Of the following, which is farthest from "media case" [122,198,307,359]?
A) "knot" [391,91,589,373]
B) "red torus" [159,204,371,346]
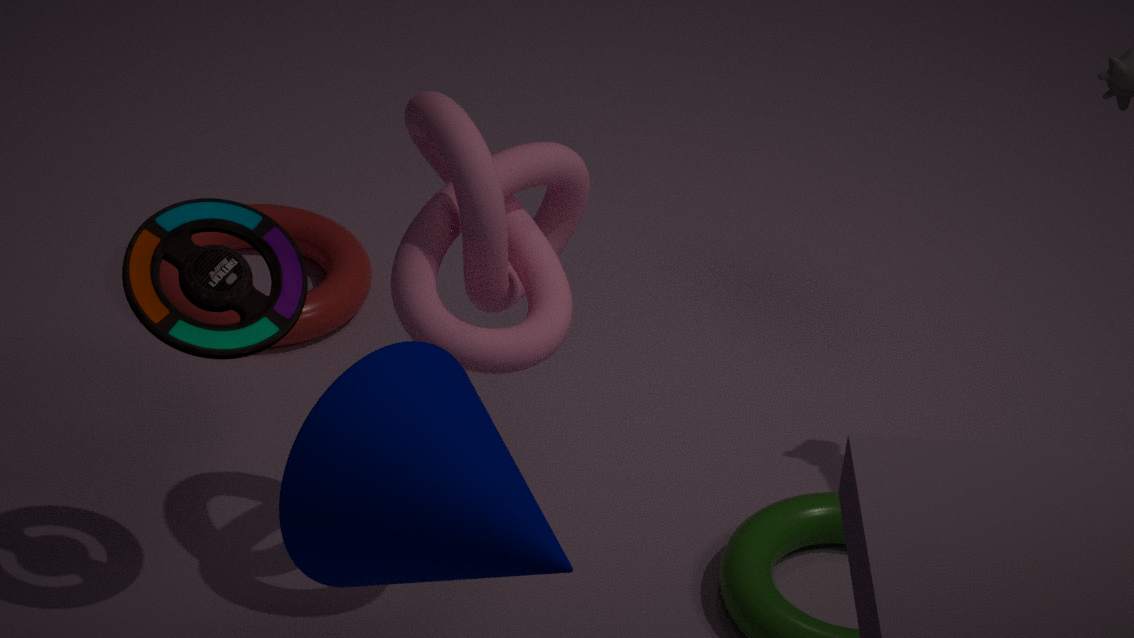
"red torus" [159,204,371,346]
